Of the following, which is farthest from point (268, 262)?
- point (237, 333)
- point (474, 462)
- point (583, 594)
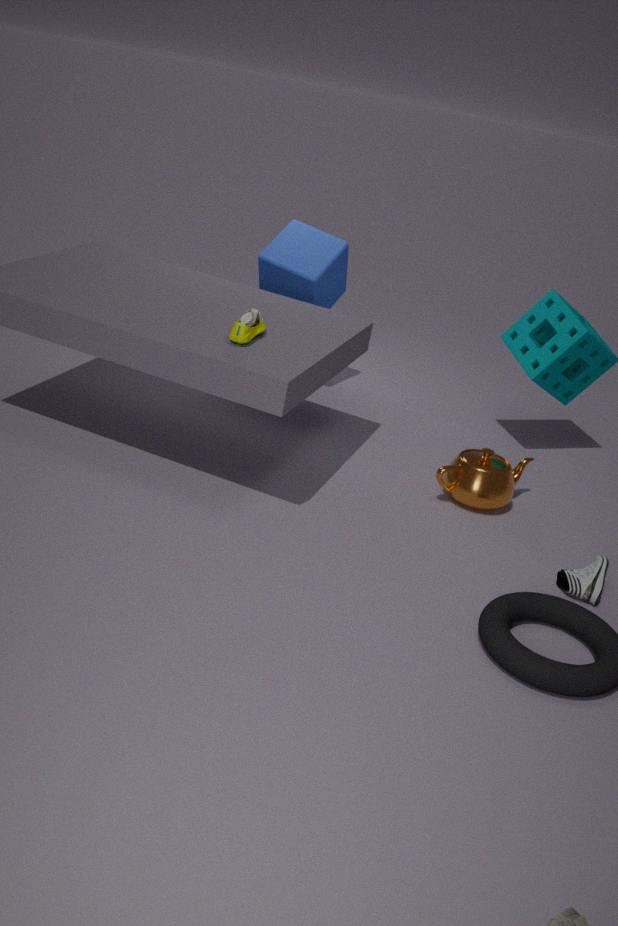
point (583, 594)
